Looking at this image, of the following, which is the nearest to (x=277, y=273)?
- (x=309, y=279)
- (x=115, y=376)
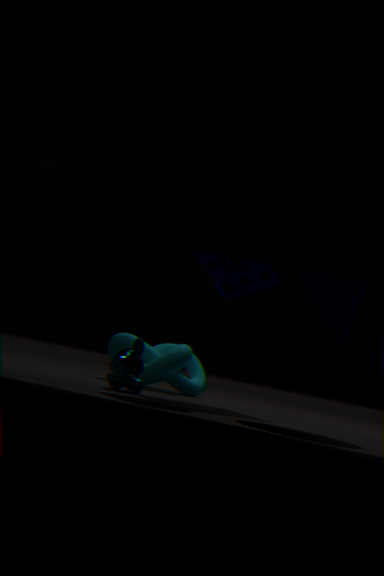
(x=309, y=279)
